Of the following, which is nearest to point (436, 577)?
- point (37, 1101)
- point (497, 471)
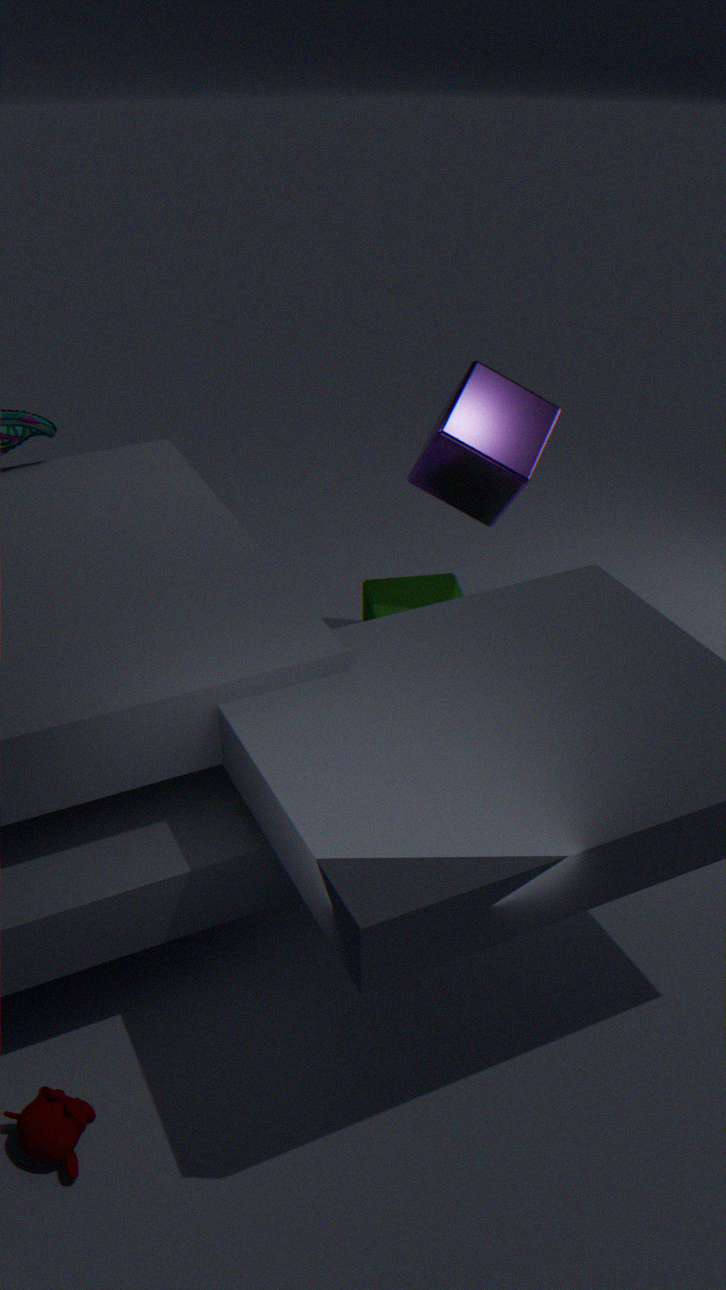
point (497, 471)
